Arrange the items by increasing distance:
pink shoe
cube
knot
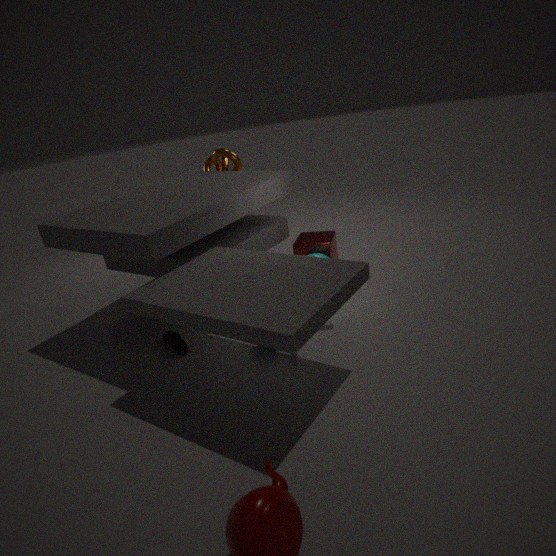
pink shoe < cube < knot
